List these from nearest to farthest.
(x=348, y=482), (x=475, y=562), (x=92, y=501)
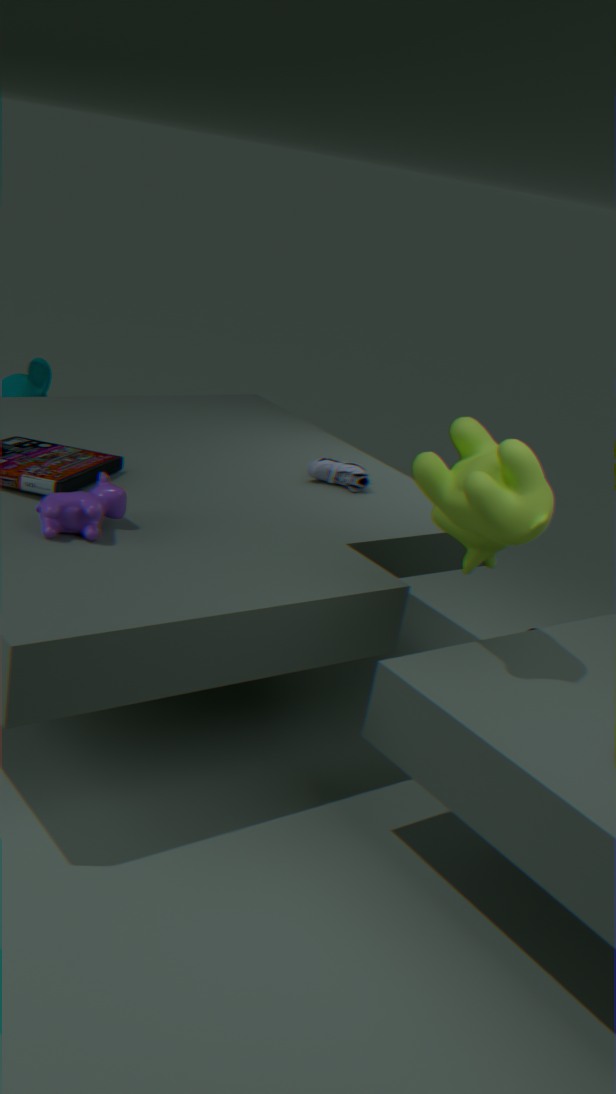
(x=92, y=501) < (x=475, y=562) < (x=348, y=482)
